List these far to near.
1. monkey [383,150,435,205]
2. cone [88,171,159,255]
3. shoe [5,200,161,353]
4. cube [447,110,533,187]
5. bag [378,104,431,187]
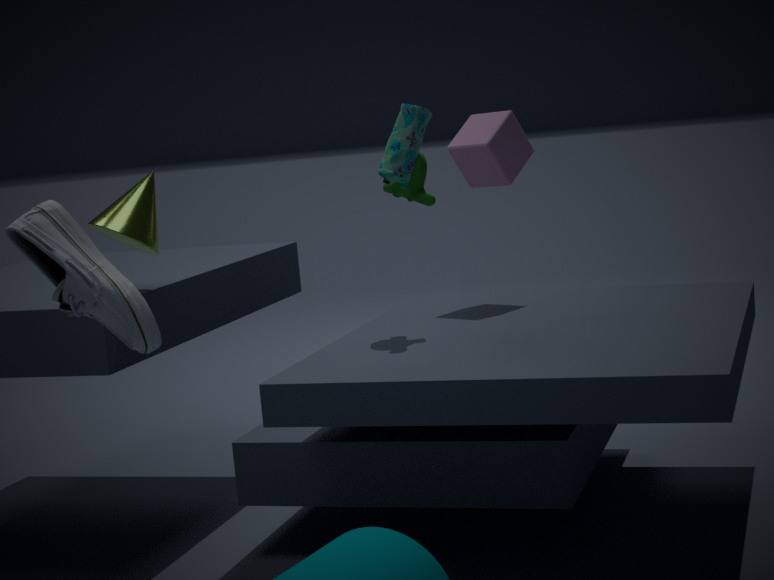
cube [447,110,533,187] → monkey [383,150,435,205] → cone [88,171,159,255] → bag [378,104,431,187] → shoe [5,200,161,353]
